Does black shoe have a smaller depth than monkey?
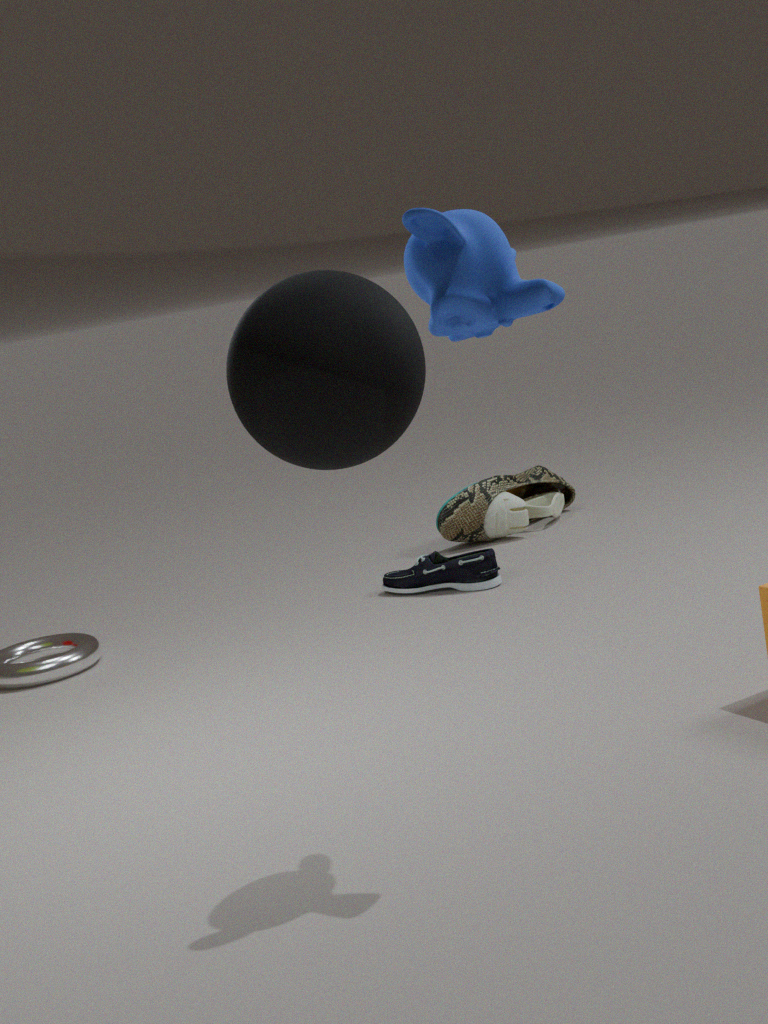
No
